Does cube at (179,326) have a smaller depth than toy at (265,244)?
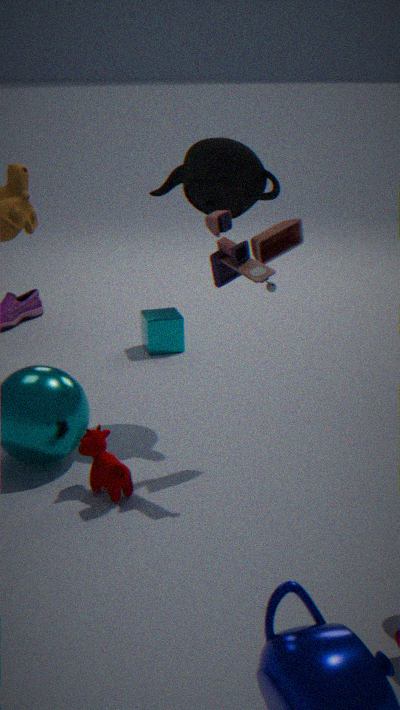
No
